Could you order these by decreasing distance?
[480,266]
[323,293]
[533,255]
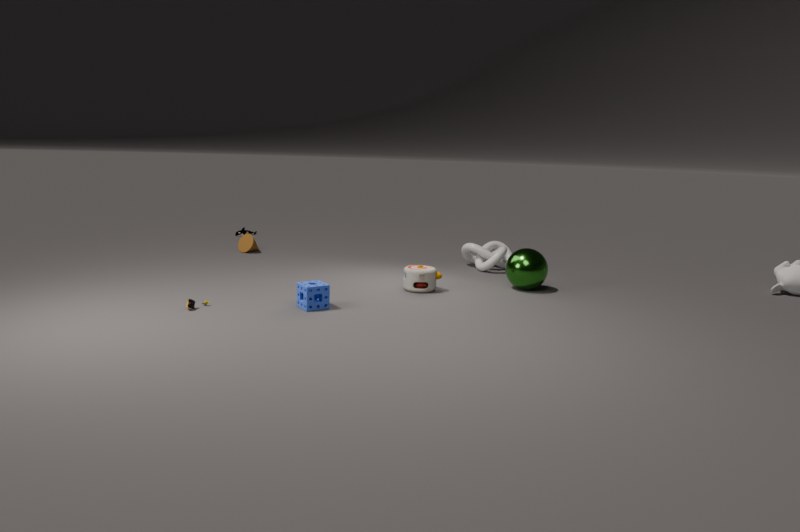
[480,266] → [533,255] → [323,293]
